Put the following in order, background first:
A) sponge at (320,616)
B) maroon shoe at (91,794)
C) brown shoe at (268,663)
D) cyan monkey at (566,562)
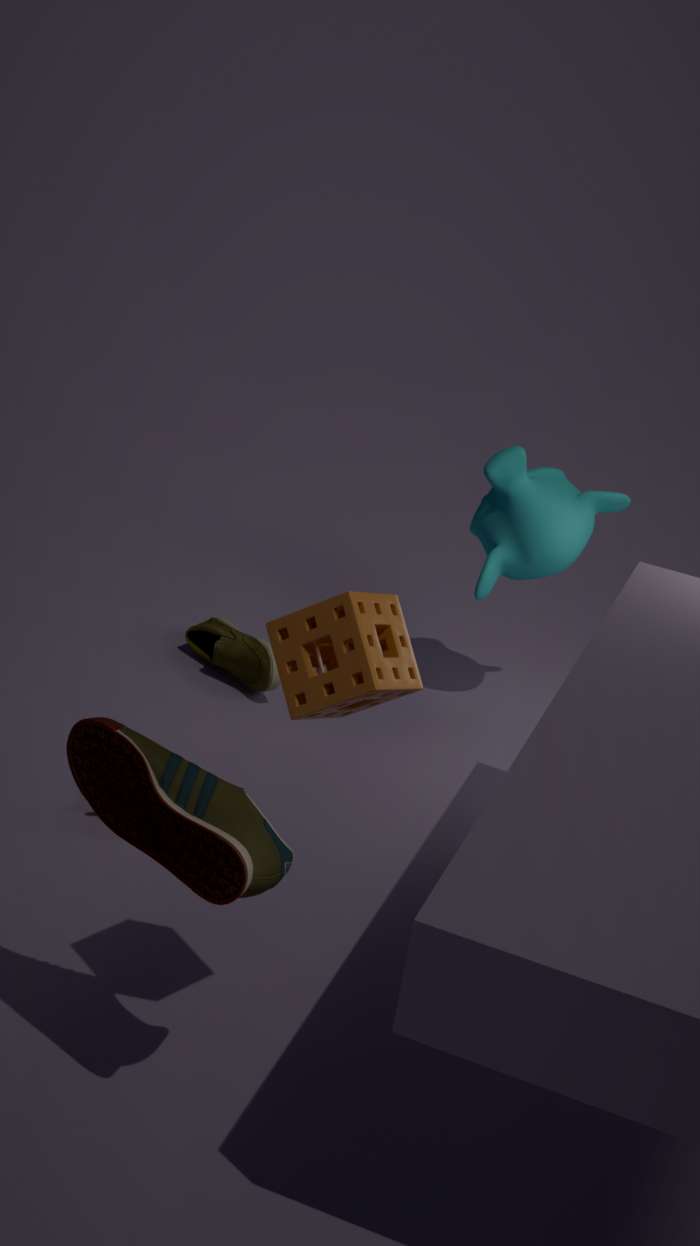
C. brown shoe at (268,663) < D. cyan monkey at (566,562) < B. maroon shoe at (91,794) < A. sponge at (320,616)
